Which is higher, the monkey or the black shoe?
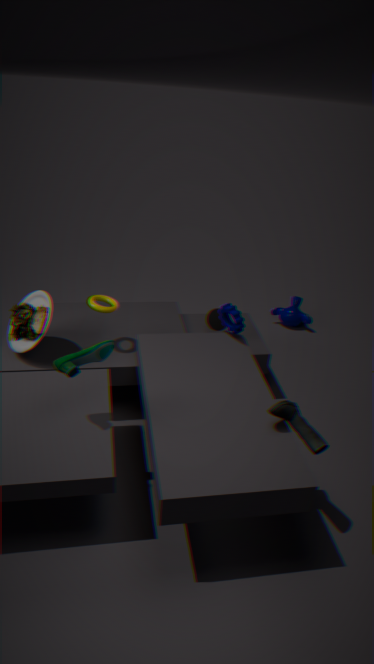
the black shoe
